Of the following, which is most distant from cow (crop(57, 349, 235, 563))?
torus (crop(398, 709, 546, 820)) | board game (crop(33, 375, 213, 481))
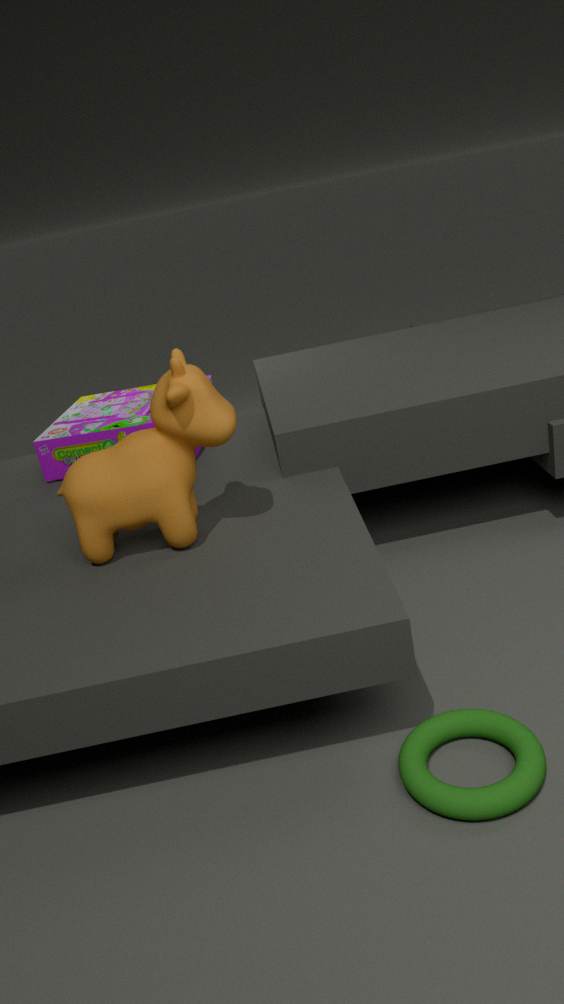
torus (crop(398, 709, 546, 820))
